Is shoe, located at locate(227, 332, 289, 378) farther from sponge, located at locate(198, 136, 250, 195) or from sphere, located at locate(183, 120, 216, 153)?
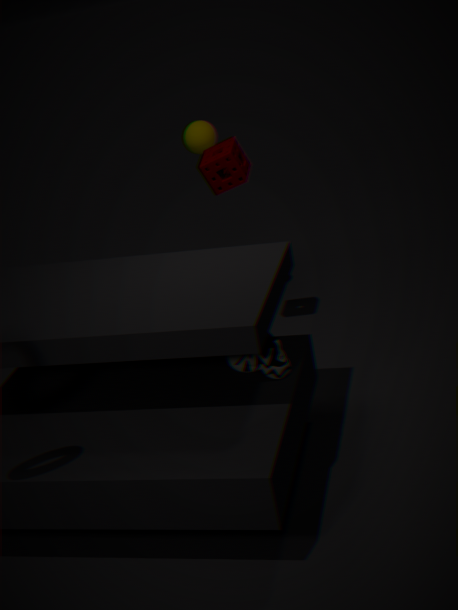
sphere, located at locate(183, 120, 216, 153)
